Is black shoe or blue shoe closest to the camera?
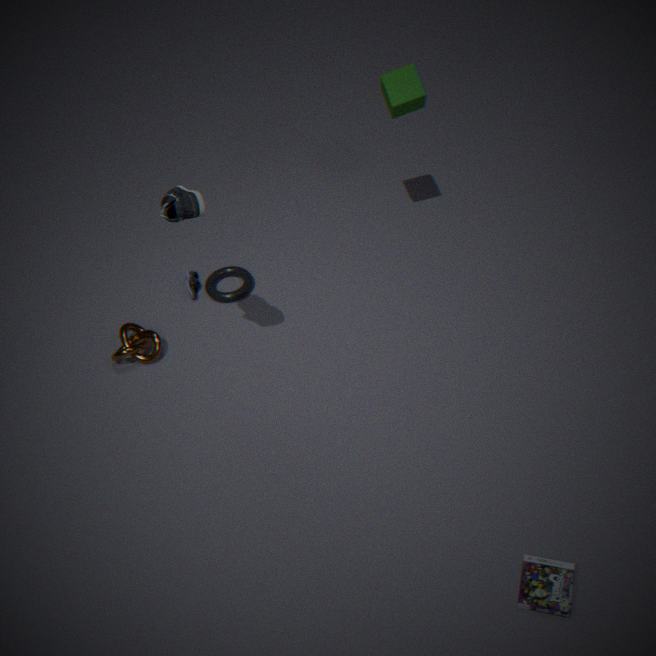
blue shoe
